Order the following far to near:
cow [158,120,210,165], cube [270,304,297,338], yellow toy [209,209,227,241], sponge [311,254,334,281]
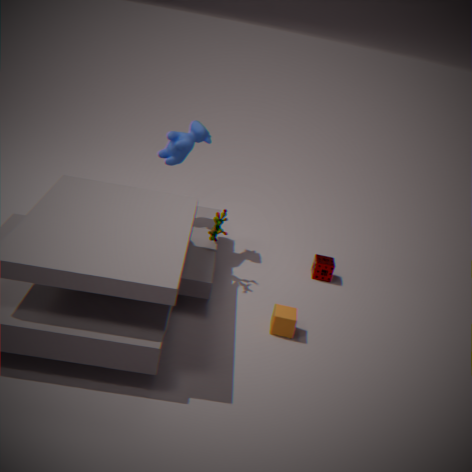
1. sponge [311,254,334,281]
2. cow [158,120,210,165]
3. yellow toy [209,209,227,241]
4. cube [270,304,297,338]
